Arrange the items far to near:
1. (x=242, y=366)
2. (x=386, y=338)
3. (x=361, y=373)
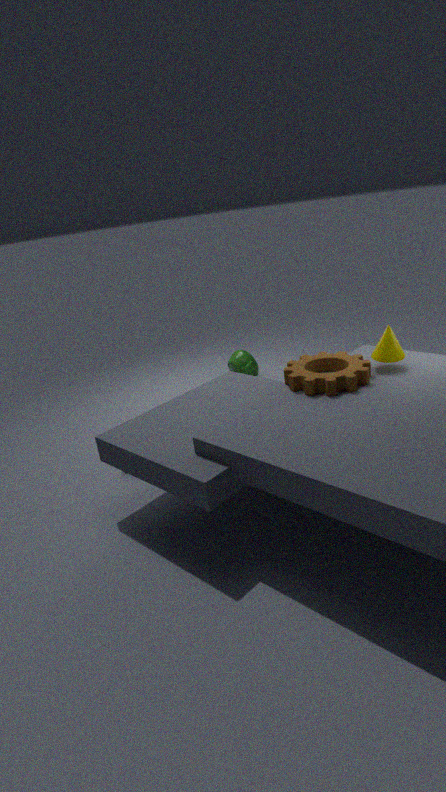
(x=242, y=366) → (x=386, y=338) → (x=361, y=373)
